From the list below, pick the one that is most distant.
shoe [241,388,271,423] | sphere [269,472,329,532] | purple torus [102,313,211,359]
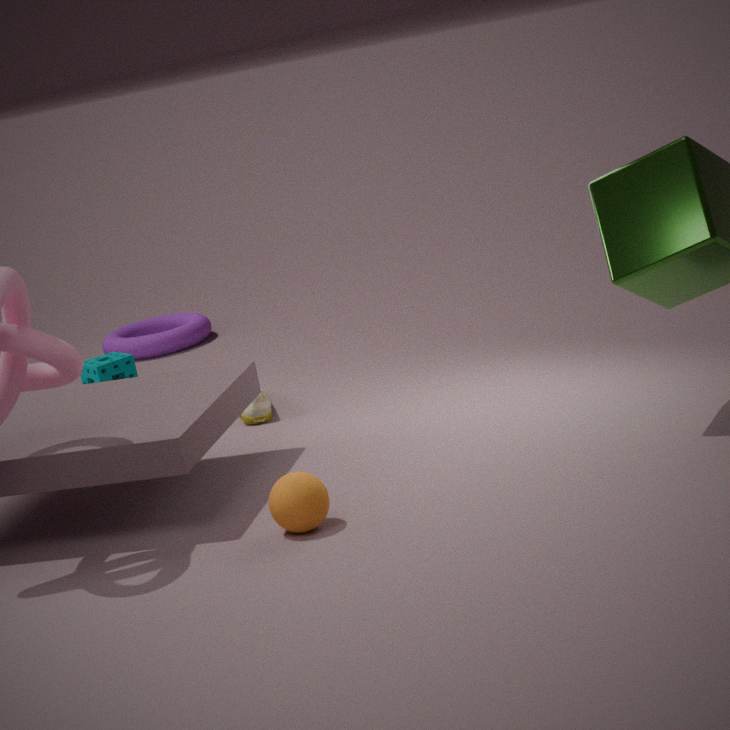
purple torus [102,313,211,359]
